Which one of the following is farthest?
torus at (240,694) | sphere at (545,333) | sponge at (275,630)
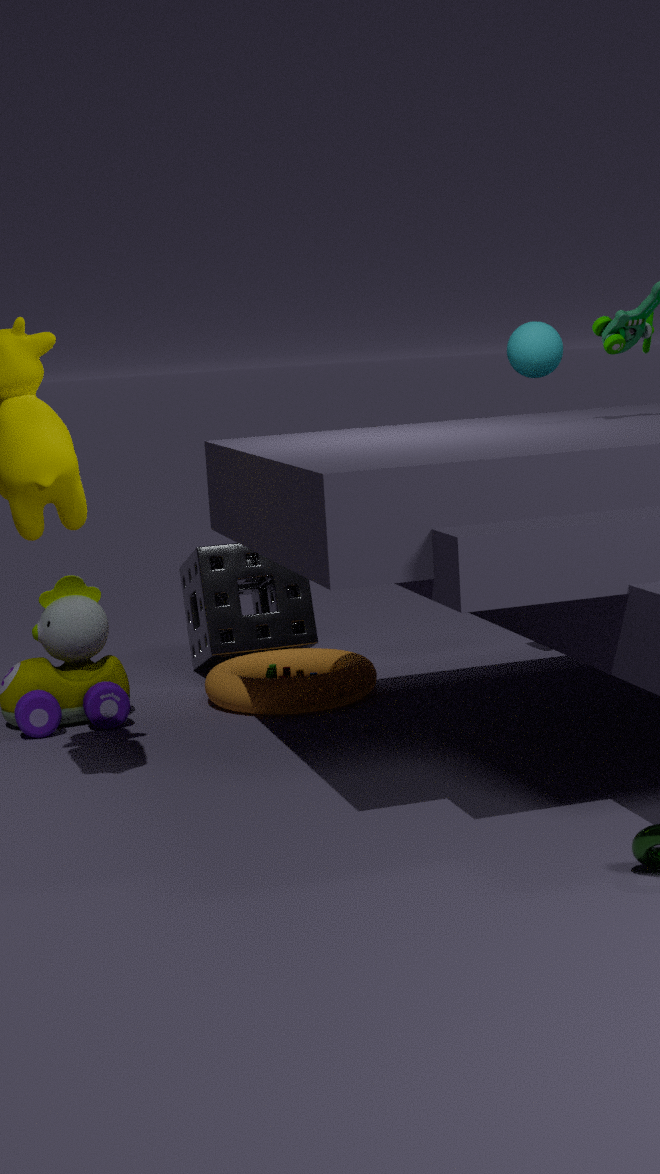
sponge at (275,630)
